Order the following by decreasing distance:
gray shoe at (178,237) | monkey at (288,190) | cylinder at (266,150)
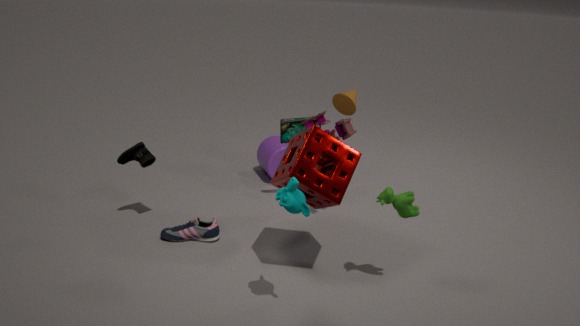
cylinder at (266,150), gray shoe at (178,237), monkey at (288,190)
